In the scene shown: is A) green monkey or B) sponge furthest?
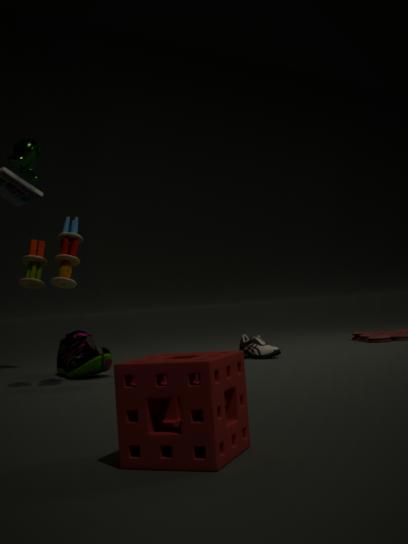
A. green monkey
